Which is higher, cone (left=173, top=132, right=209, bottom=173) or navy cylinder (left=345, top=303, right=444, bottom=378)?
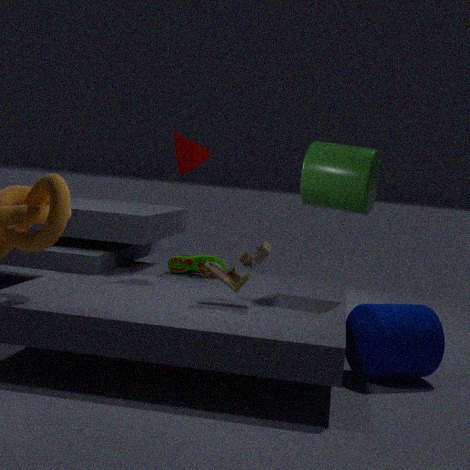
cone (left=173, top=132, right=209, bottom=173)
